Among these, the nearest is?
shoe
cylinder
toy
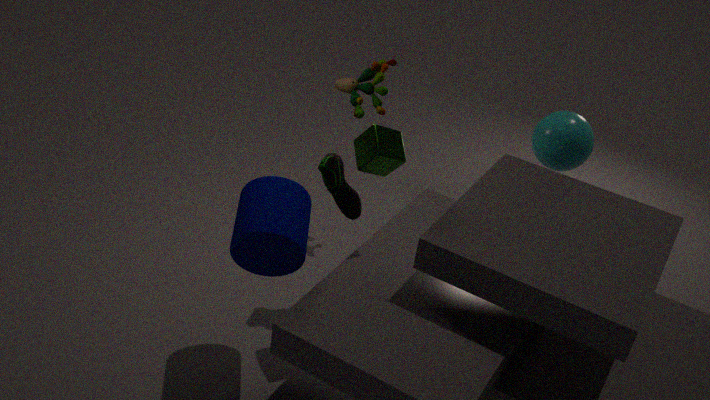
cylinder
